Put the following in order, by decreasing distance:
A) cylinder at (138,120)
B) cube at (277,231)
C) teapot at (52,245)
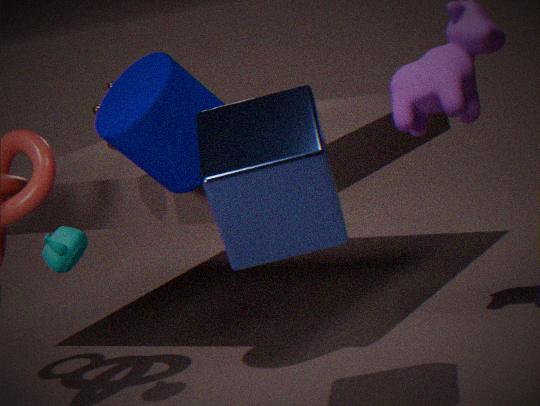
1. teapot at (52,245)
2. cylinder at (138,120)
3. cube at (277,231)
